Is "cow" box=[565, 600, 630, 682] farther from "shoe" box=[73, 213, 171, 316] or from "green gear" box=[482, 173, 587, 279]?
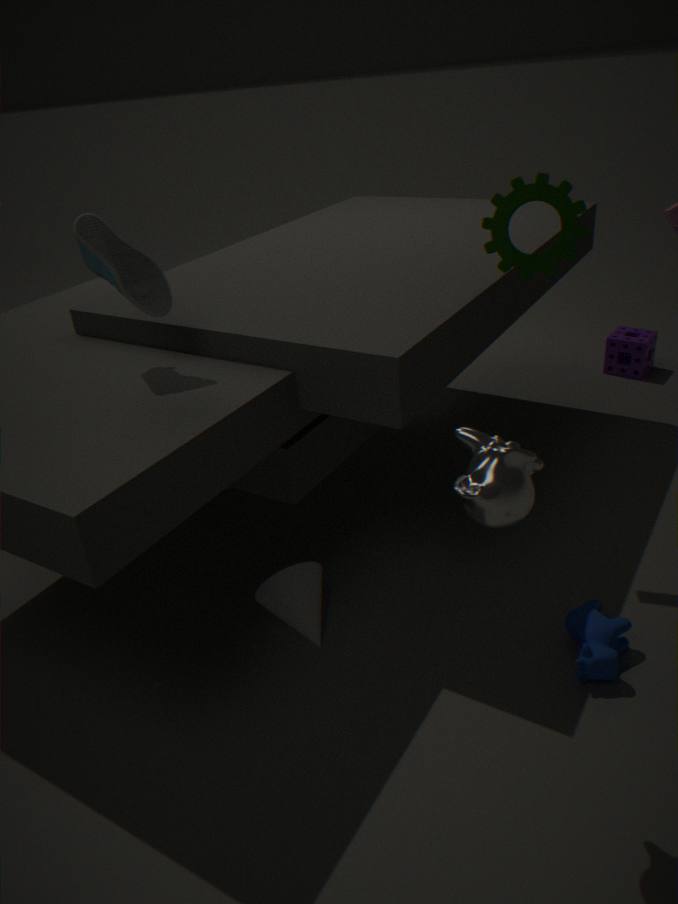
"shoe" box=[73, 213, 171, 316]
